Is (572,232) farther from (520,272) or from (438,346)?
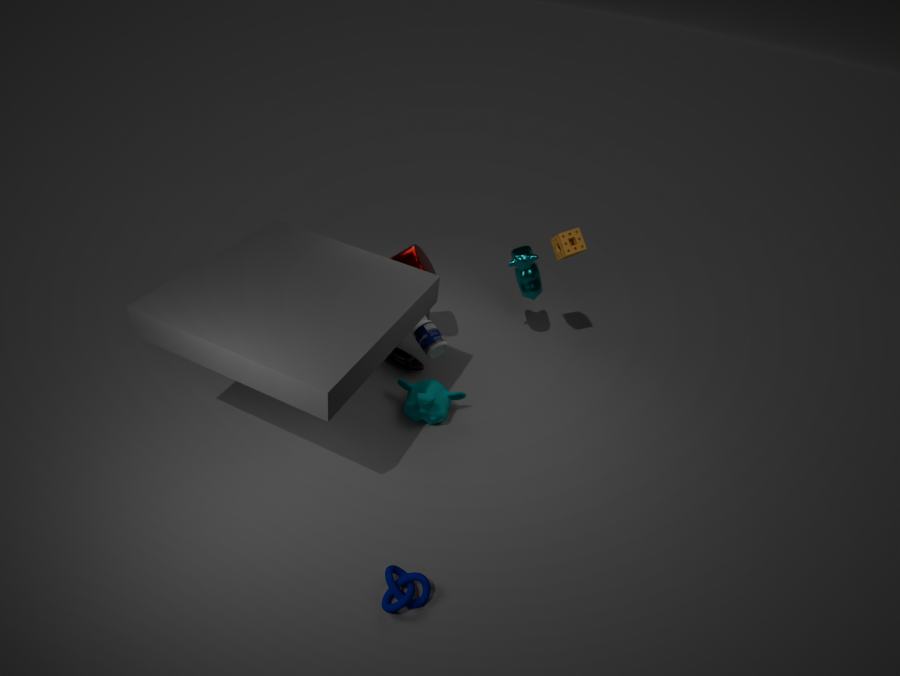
(438,346)
